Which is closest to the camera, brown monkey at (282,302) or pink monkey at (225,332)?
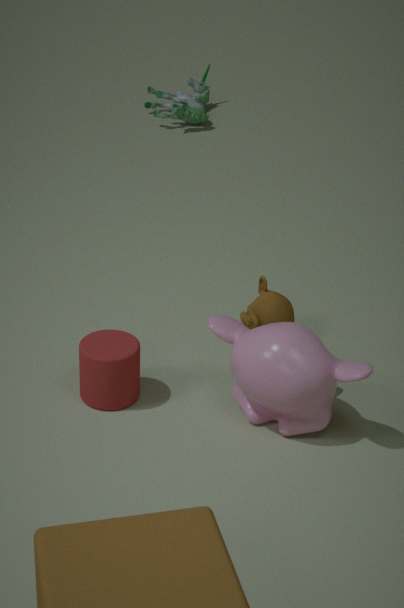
pink monkey at (225,332)
